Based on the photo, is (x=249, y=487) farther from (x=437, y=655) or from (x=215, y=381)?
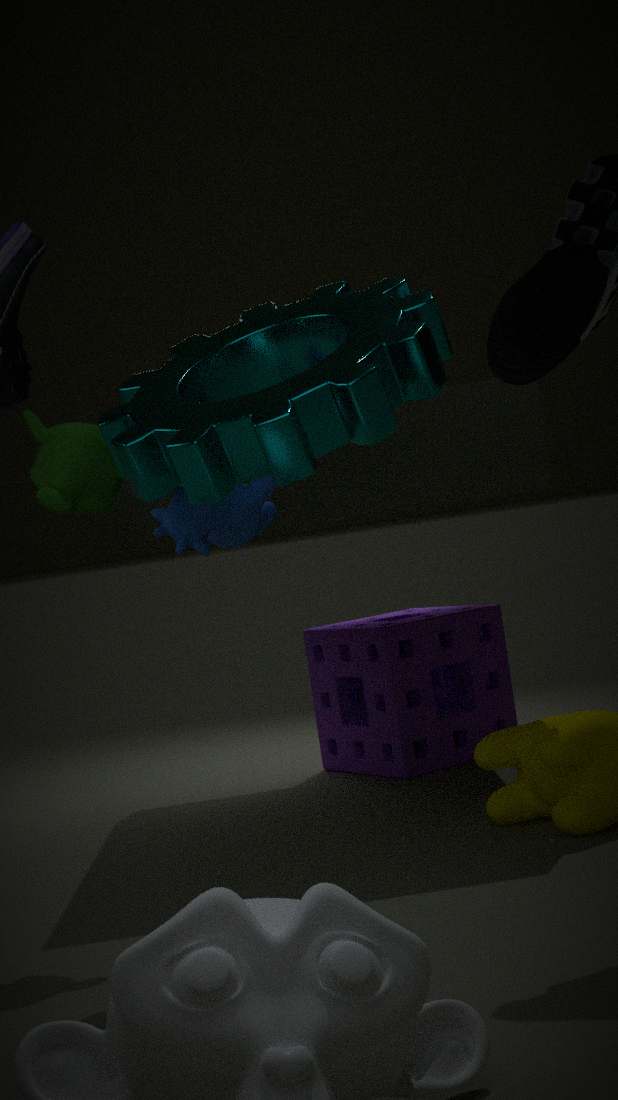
(x=437, y=655)
